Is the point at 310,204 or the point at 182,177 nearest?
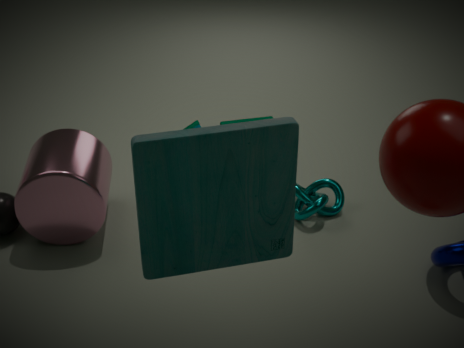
the point at 182,177
